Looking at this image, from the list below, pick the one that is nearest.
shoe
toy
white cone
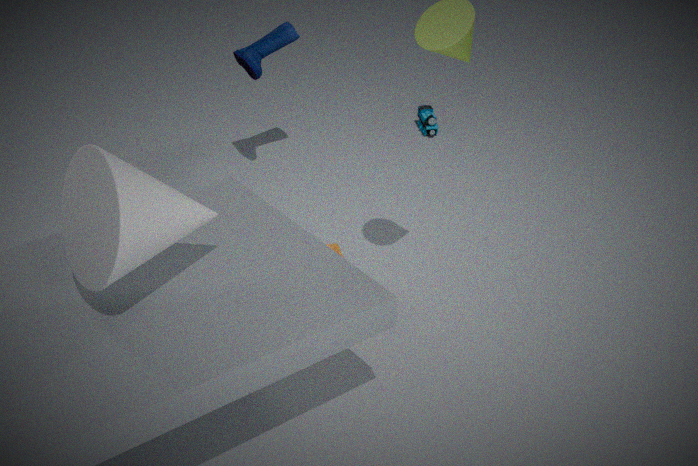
white cone
